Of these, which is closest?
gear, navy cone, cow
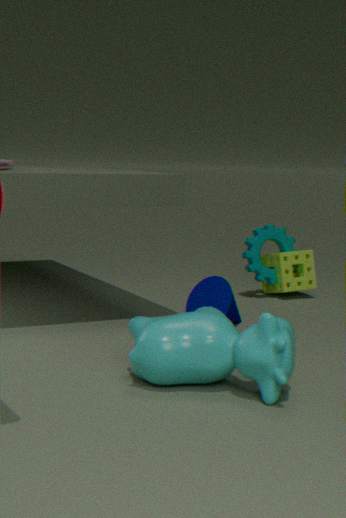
cow
